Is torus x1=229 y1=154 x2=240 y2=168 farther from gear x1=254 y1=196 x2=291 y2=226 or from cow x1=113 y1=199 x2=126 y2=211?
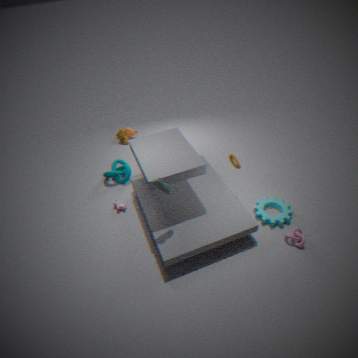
cow x1=113 y1=199 x2=126 y2=211
